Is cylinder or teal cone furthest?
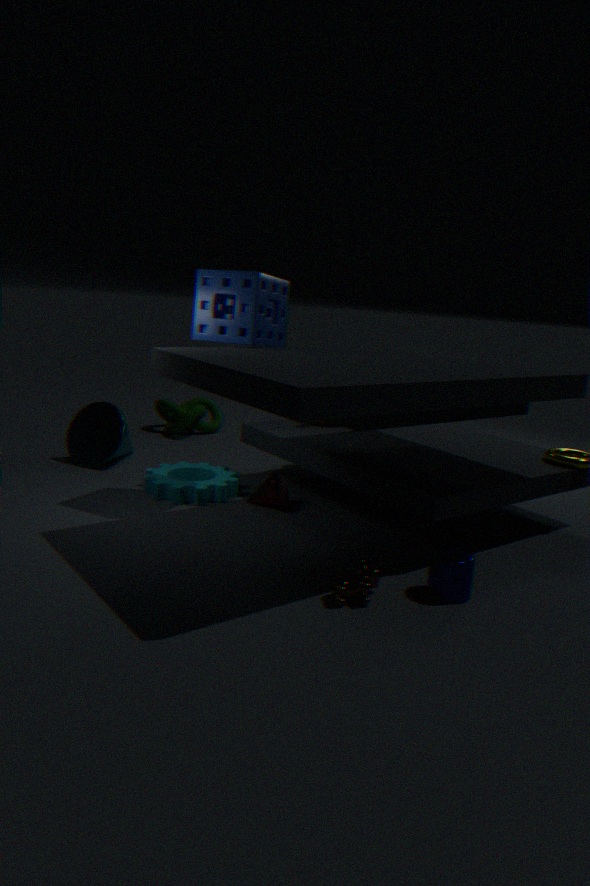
teal cone
